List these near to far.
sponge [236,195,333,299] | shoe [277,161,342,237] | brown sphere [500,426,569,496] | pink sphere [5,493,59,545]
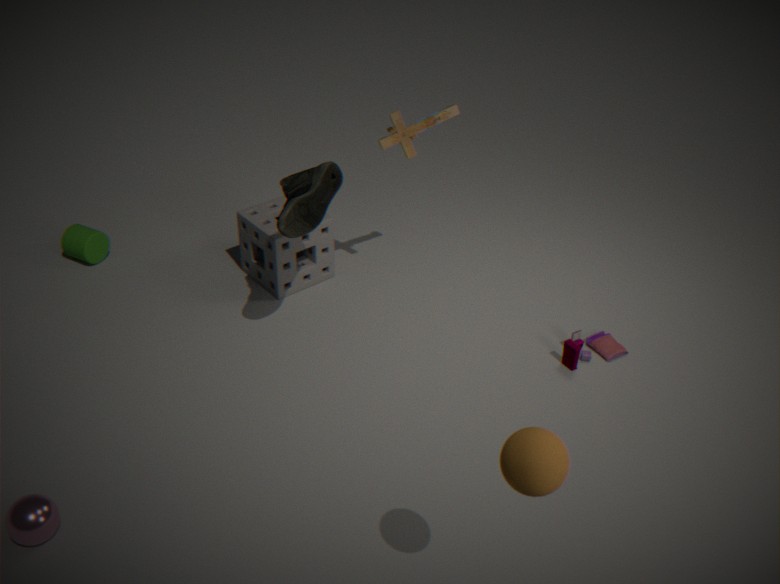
brown sphere [500,426,569,496] < pink sphere [5,493,59,545] < shoe [277,161,342,237] < sponge [236,195,333,299]
